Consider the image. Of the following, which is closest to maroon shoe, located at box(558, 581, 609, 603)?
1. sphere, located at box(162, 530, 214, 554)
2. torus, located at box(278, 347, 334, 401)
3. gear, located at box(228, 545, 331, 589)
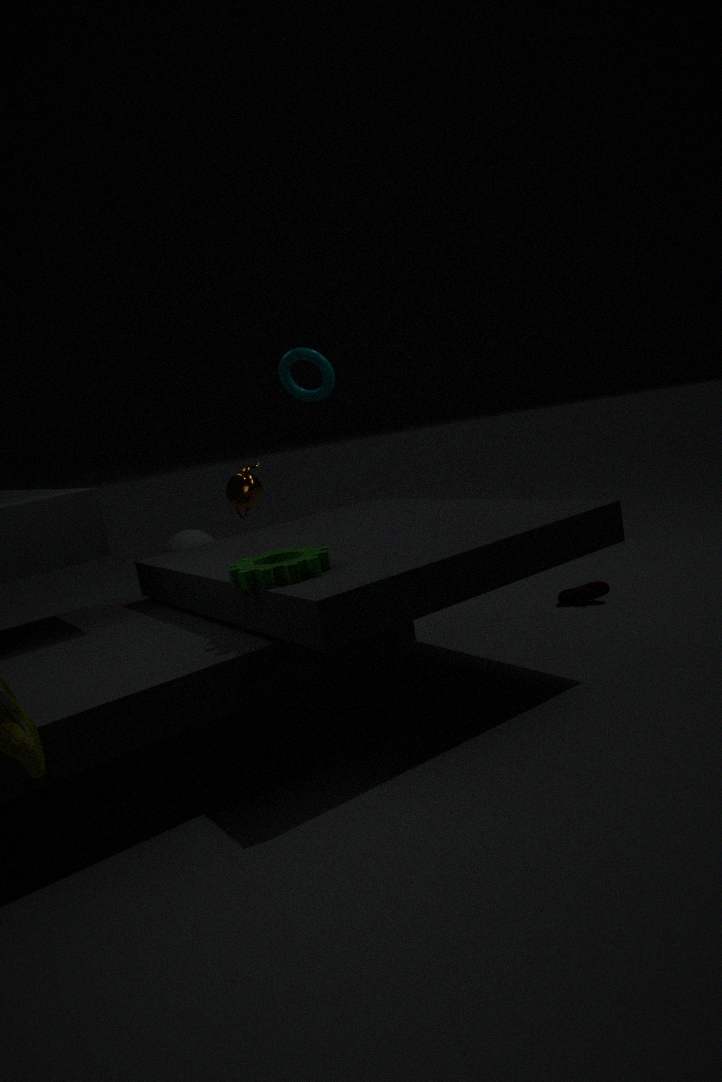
gear, located at box(228, 545, 331, 589)
